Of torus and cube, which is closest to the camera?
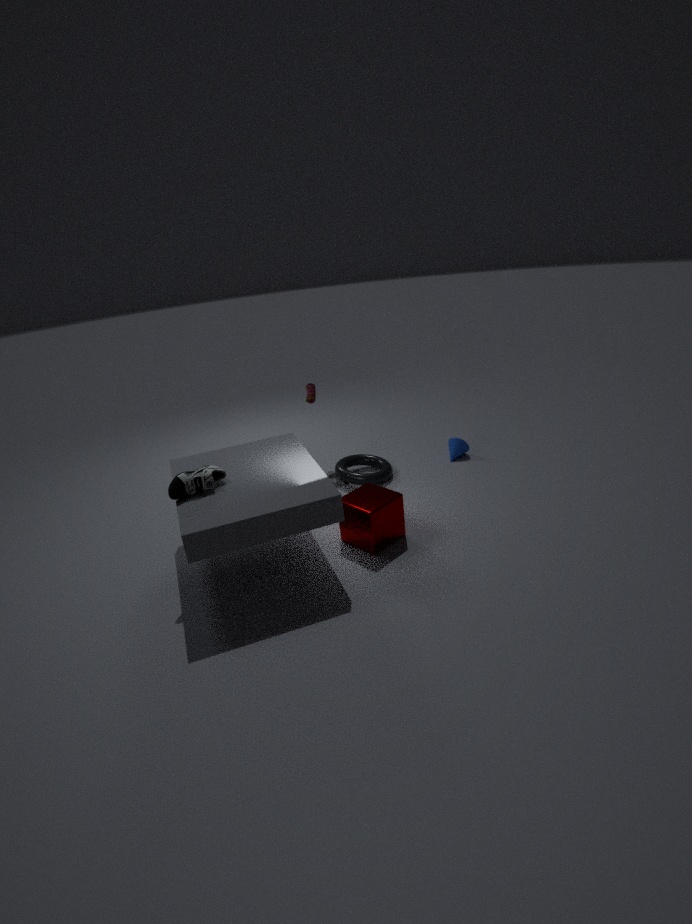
cube
